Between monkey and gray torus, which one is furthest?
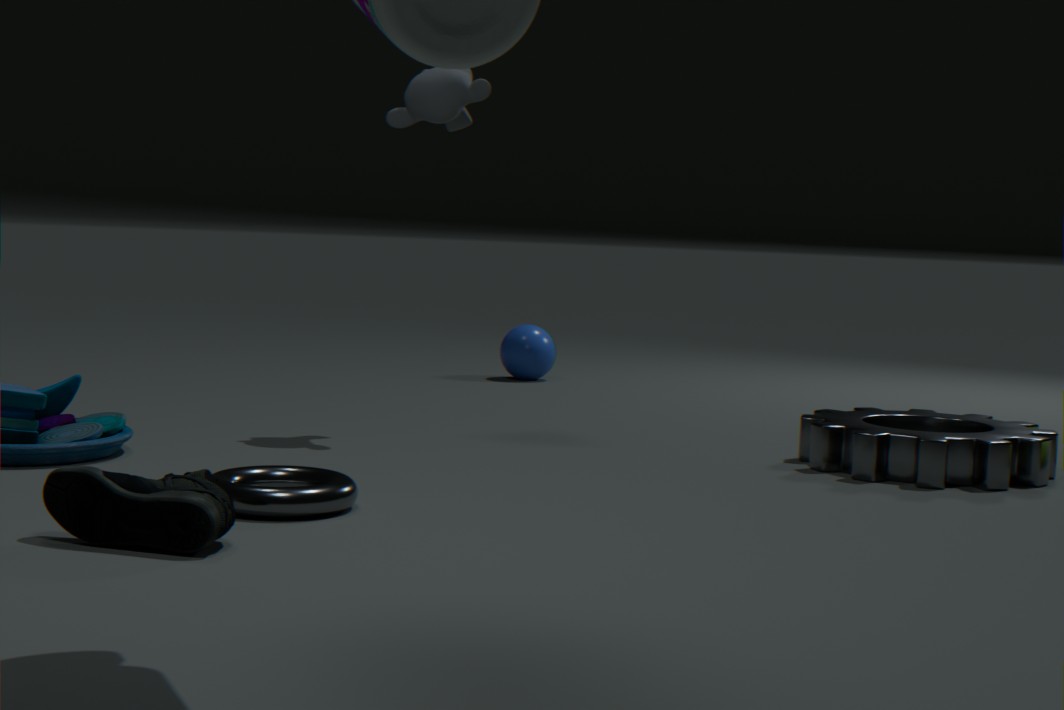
monkey
